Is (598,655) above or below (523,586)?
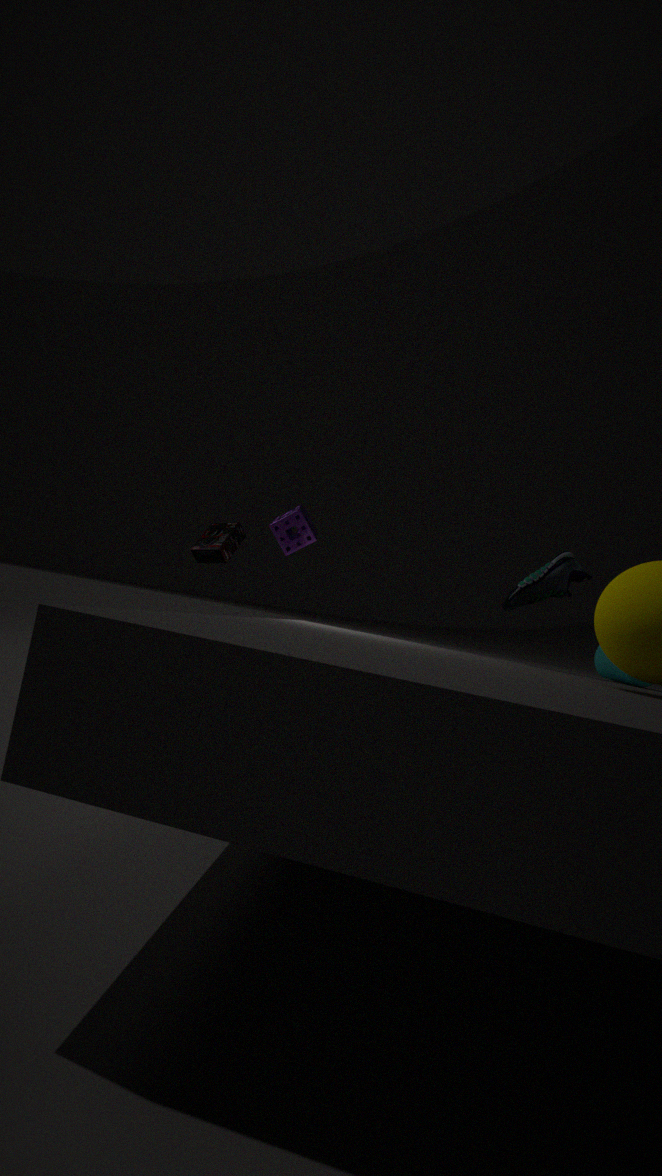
below
